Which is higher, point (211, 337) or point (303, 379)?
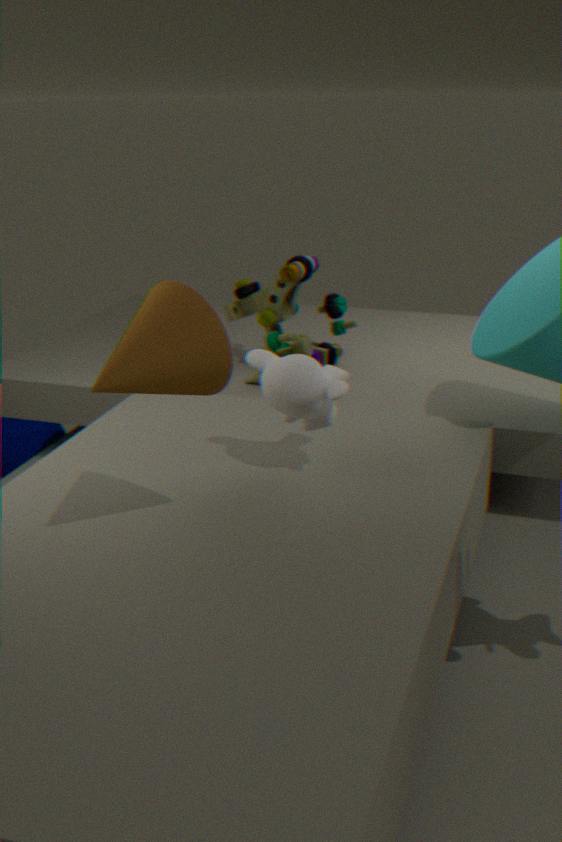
point (211, 337)
